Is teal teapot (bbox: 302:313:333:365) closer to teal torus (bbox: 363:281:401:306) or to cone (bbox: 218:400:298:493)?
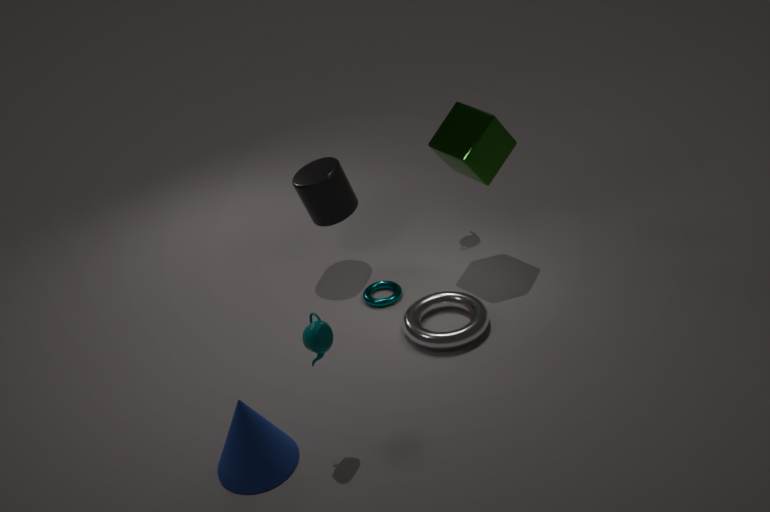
cone (bbox: 218:400:298:493)
